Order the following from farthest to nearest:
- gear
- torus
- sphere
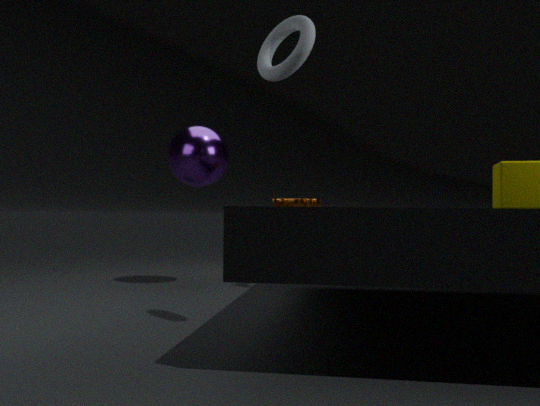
sphere, gear, torus
